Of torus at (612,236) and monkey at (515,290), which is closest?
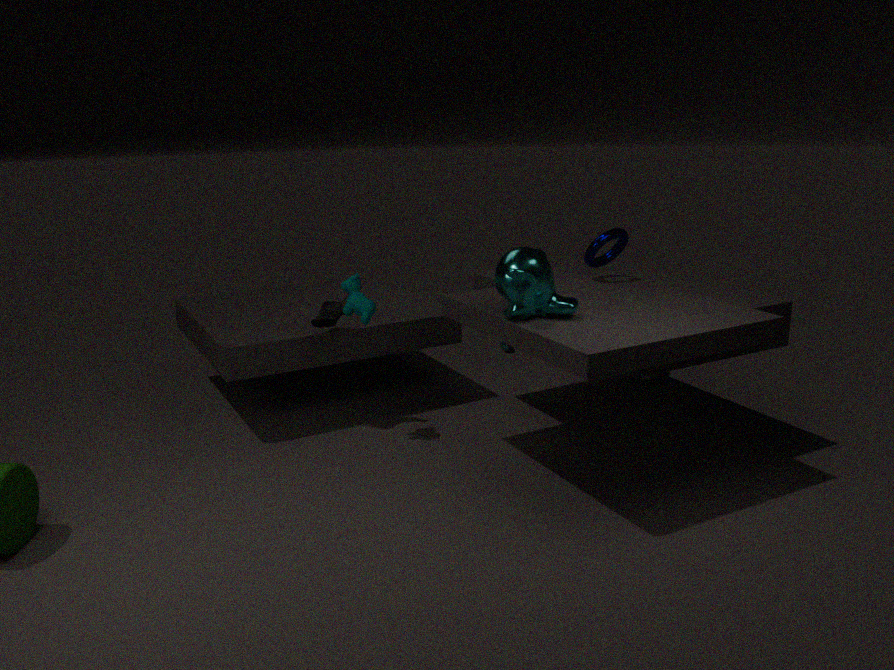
monkey at (515,290)
